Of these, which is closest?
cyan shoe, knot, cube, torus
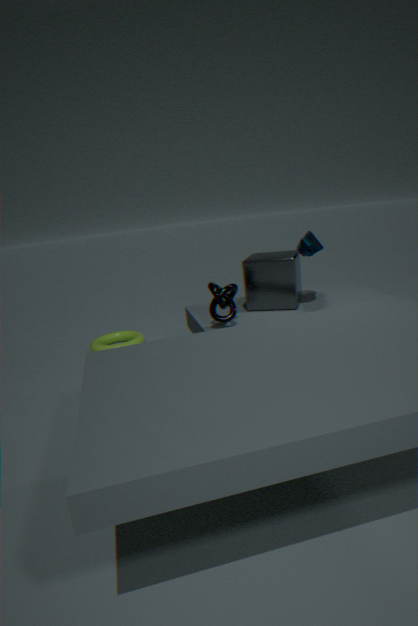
knot
